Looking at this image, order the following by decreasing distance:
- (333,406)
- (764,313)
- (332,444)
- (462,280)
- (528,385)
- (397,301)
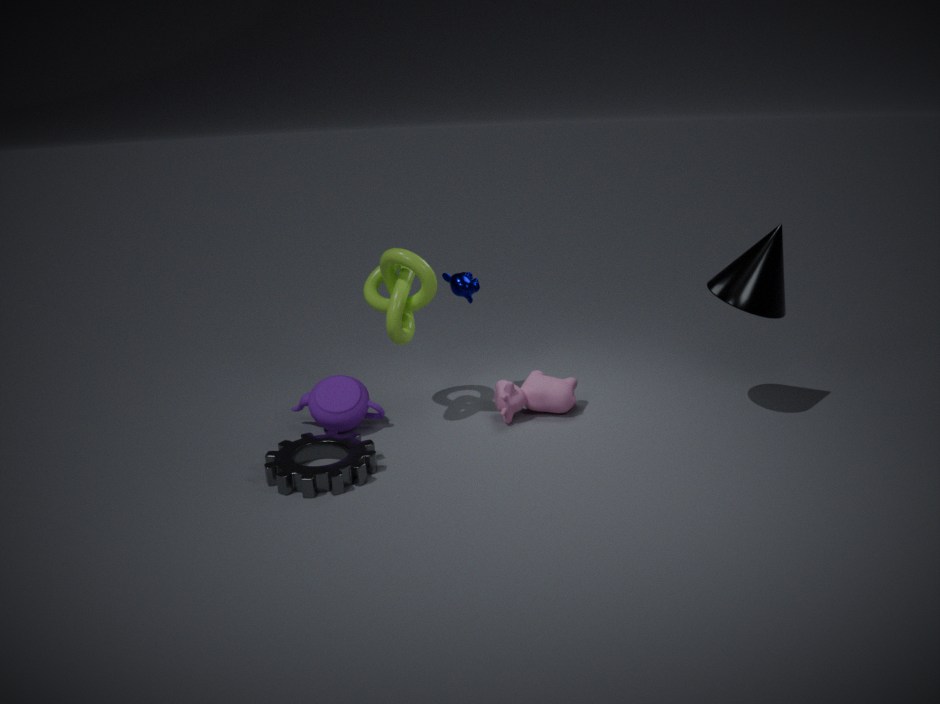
1. (528,385)
2. (462,280)
3. (333,406)
4. (397,301)
5. (332,444)
6. (764,313)
